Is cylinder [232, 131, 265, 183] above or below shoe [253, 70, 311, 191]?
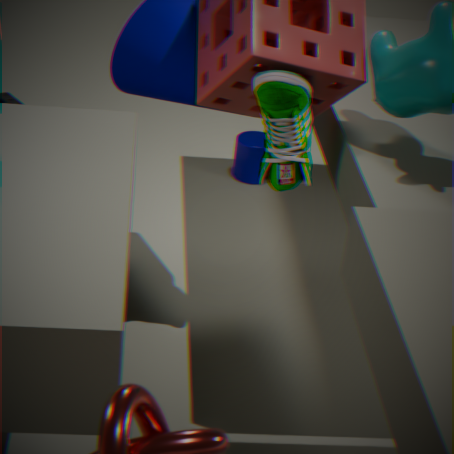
below
